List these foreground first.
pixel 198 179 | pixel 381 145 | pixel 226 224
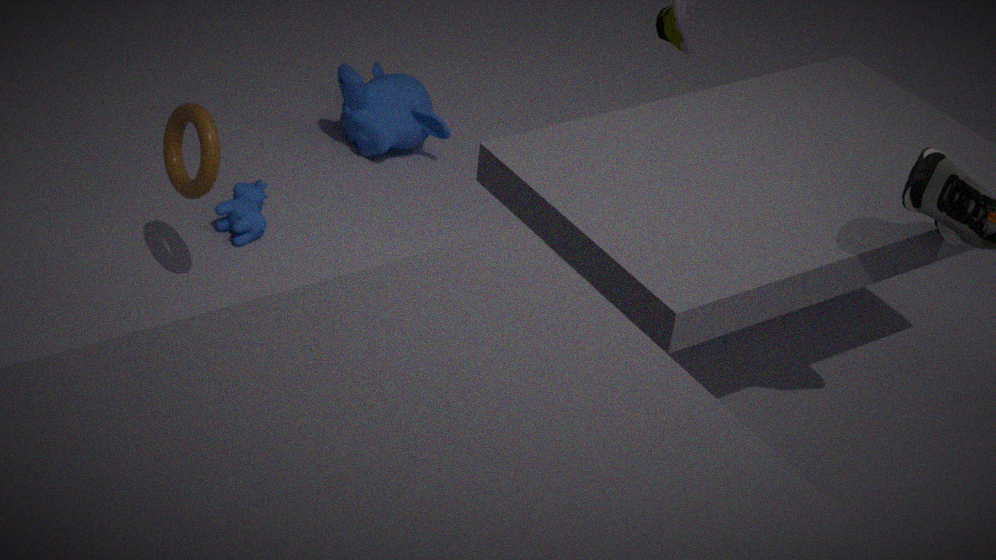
pixel 198 179
pixel 226 224
pixel 381 145
